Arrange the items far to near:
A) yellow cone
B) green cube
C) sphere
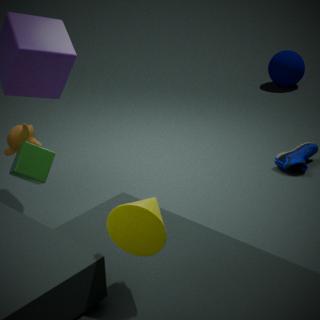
sphere < green cube < yellow cone
